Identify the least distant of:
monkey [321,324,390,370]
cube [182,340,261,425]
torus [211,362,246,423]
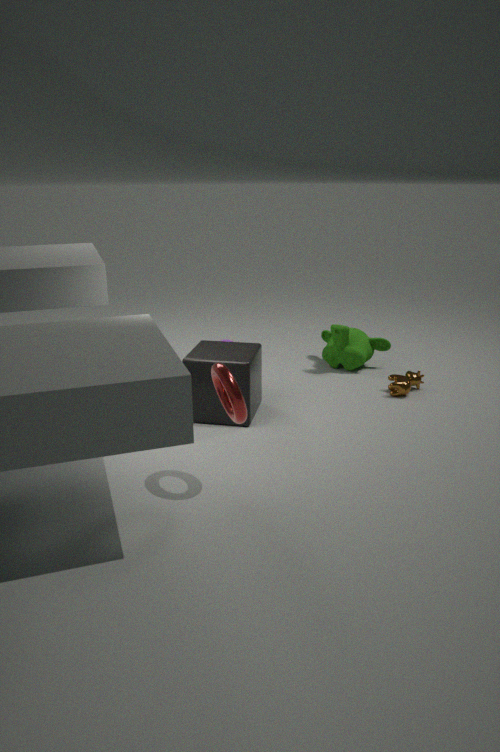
torus [211,362,246,423]
